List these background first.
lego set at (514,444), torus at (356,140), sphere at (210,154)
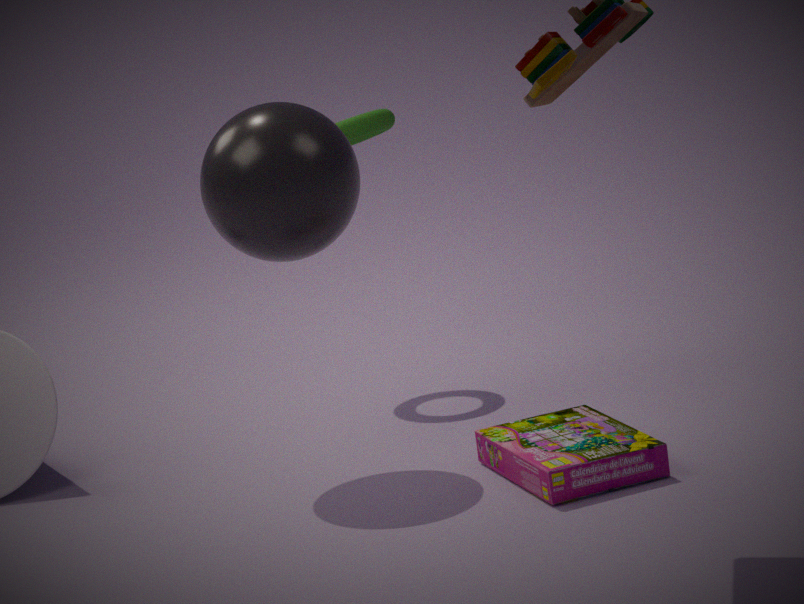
1. torus at (356,140)
2. sphere at (210,154)
3. lego set at (514,444)
